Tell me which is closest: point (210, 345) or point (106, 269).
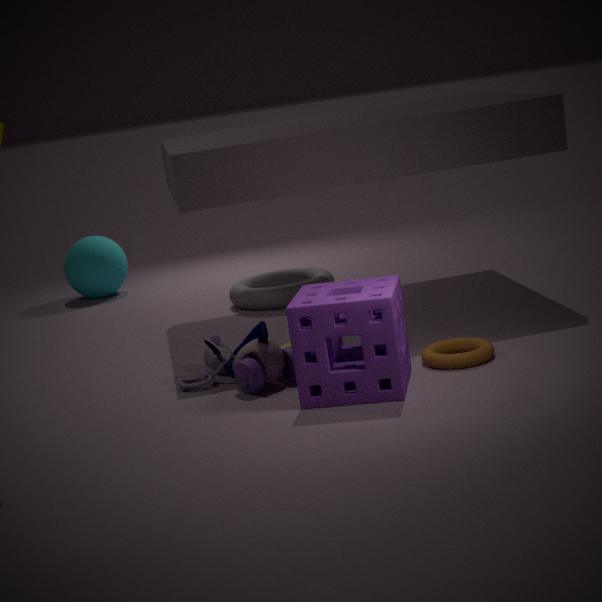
point (210, 345)
